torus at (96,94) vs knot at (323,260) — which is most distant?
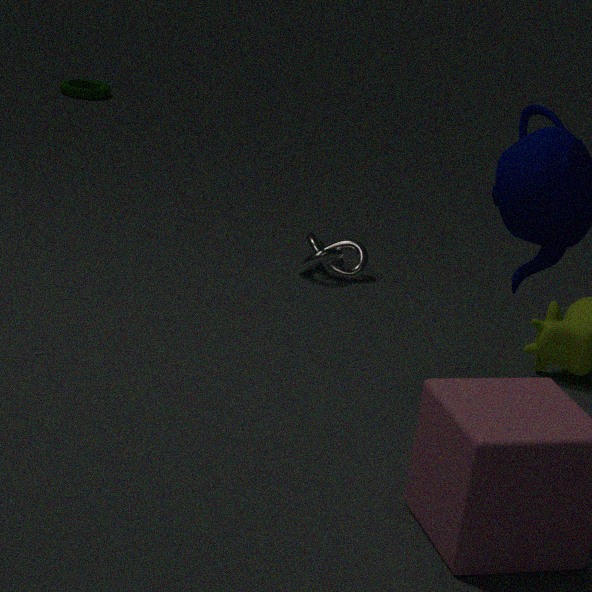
torus at (96,94)
